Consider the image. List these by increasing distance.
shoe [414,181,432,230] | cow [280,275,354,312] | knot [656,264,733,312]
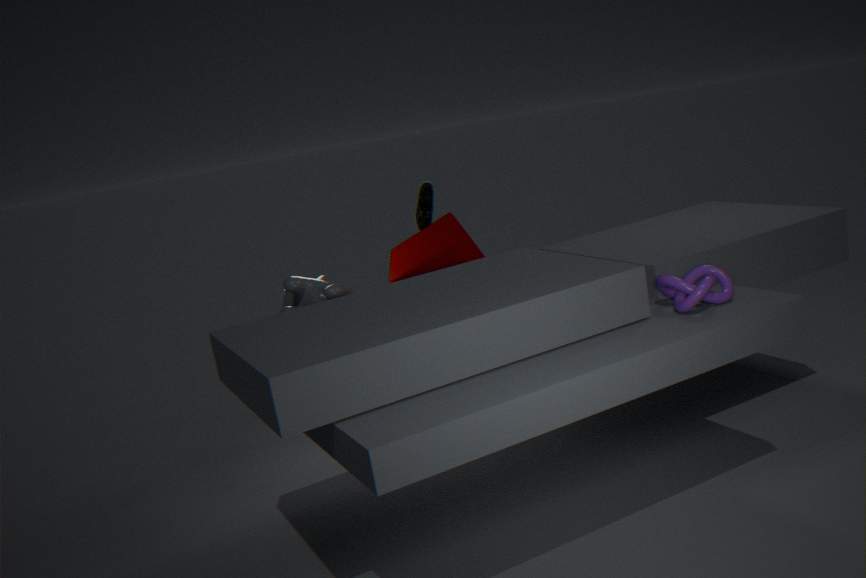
knot [656,264,733,312]
cow [280,275,354,312]
shoe [414,181,432,230]
